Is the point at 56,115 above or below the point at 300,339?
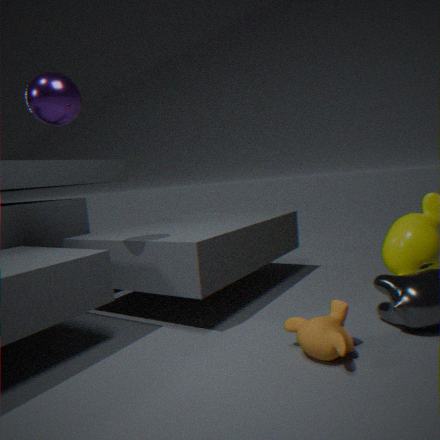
above
